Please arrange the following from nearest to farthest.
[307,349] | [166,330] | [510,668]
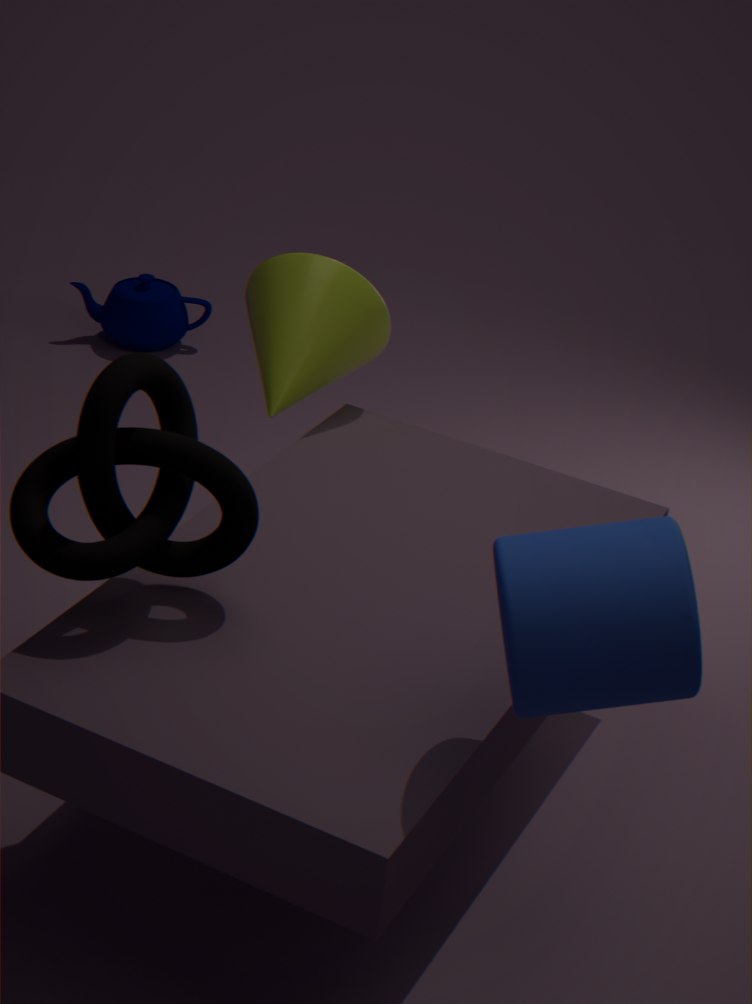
[510,668], [307,349], [166,330]
